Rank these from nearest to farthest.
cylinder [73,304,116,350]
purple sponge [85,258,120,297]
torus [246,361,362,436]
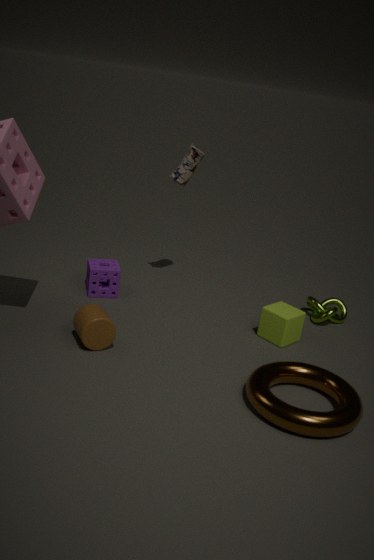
torus [246,361,362,436], cylinder [73,304,116,350], purple sponge [85,258,120,297]
